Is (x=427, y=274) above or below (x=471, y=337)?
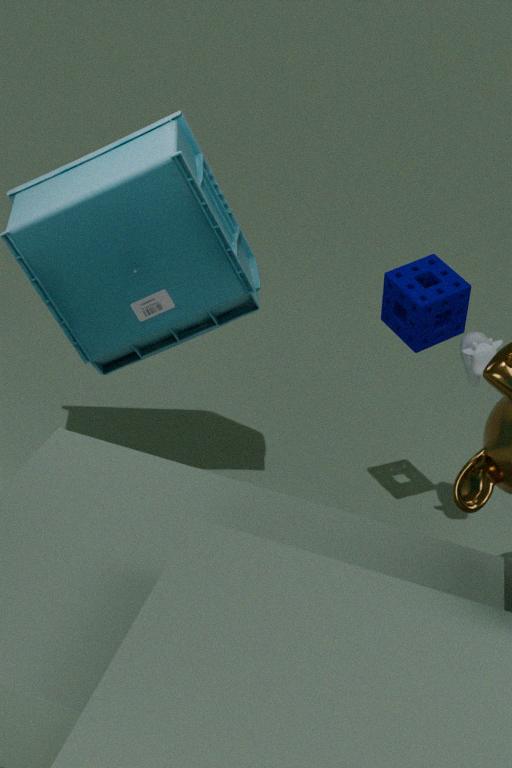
above
